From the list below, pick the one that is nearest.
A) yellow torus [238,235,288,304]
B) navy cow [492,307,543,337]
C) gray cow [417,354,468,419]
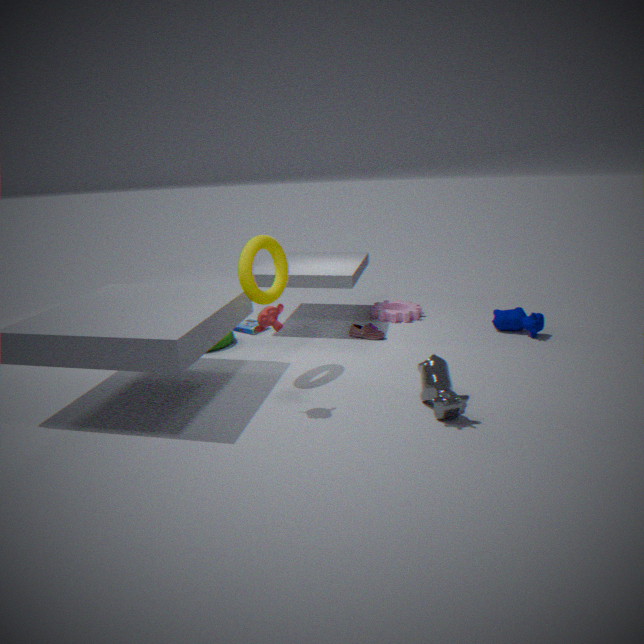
gray cow [417,354,468,419]
